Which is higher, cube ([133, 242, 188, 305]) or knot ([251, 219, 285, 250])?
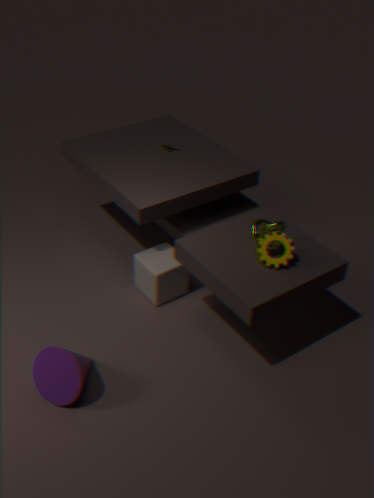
knot ([251, 219, 285, 250])
